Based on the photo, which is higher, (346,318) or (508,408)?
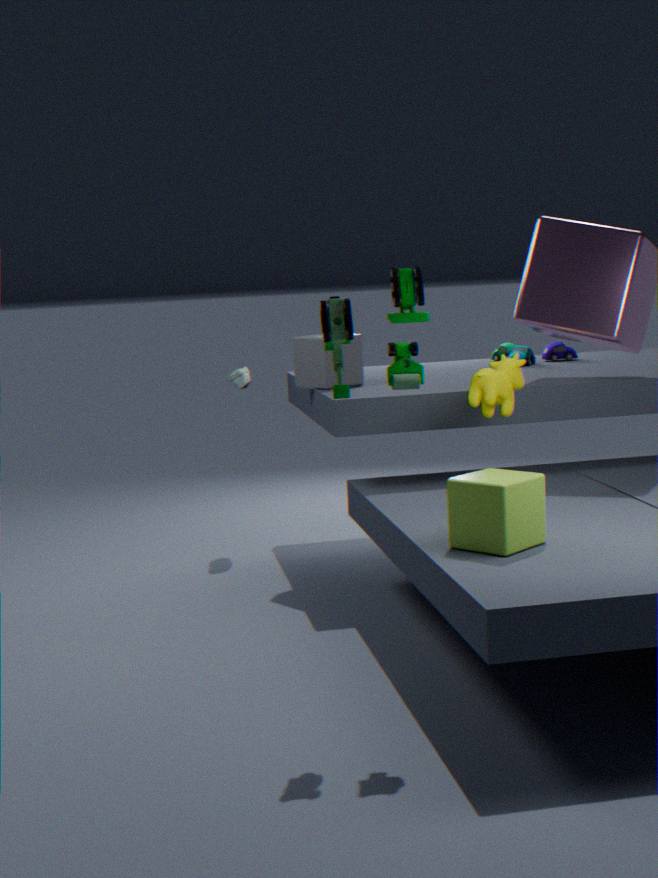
(346,318)
